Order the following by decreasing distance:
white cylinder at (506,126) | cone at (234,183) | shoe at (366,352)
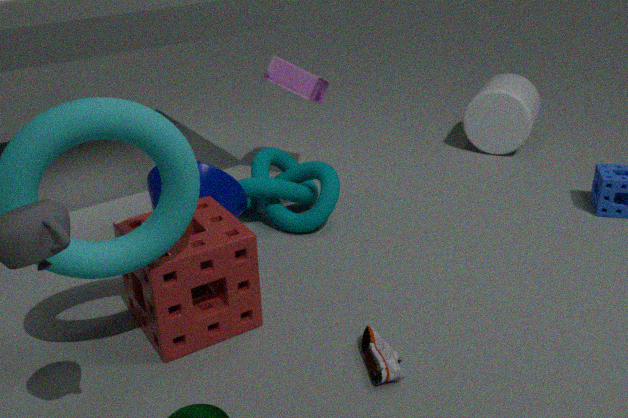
white cylinder at (506,126)
cone at (234,183)
shoe at (366,352)
